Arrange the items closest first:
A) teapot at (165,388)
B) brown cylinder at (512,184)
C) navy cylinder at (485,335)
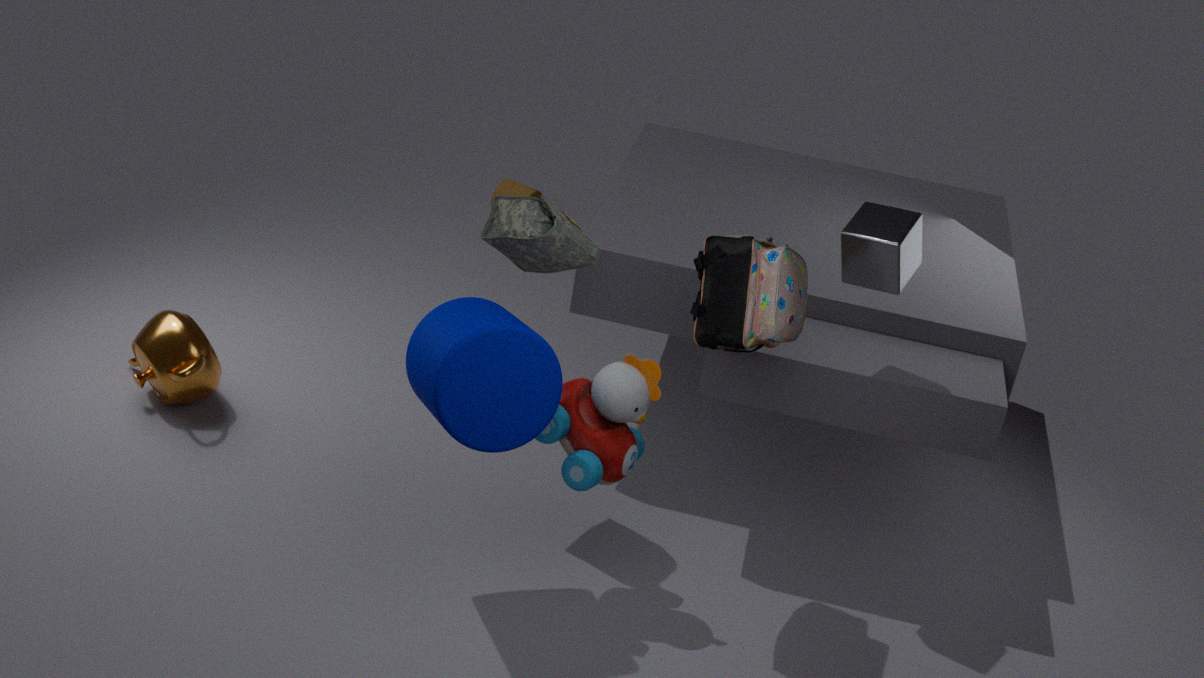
C. navy cylinder at (485,335)
A. teapot at (165,388)
B. brown cylinder at (512,184)
